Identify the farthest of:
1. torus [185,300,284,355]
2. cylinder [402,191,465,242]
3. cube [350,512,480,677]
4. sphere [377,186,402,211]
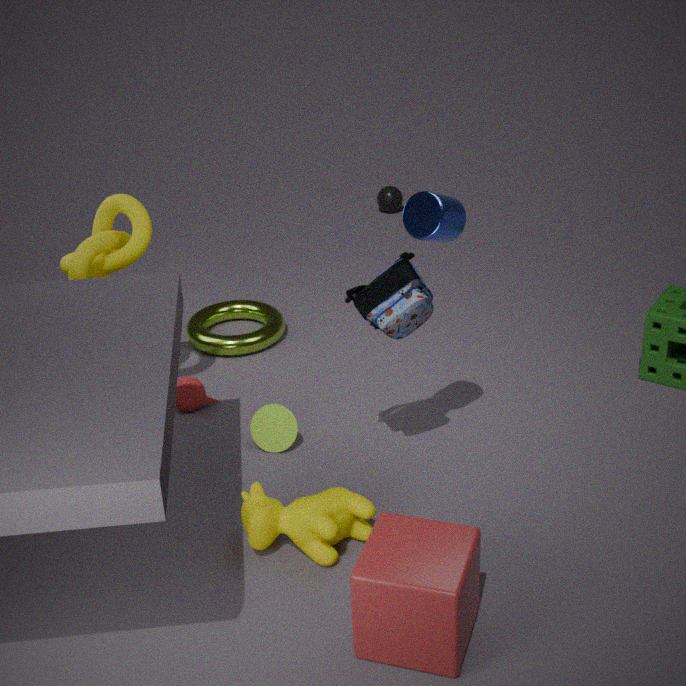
sphere [377,186,402,211]
